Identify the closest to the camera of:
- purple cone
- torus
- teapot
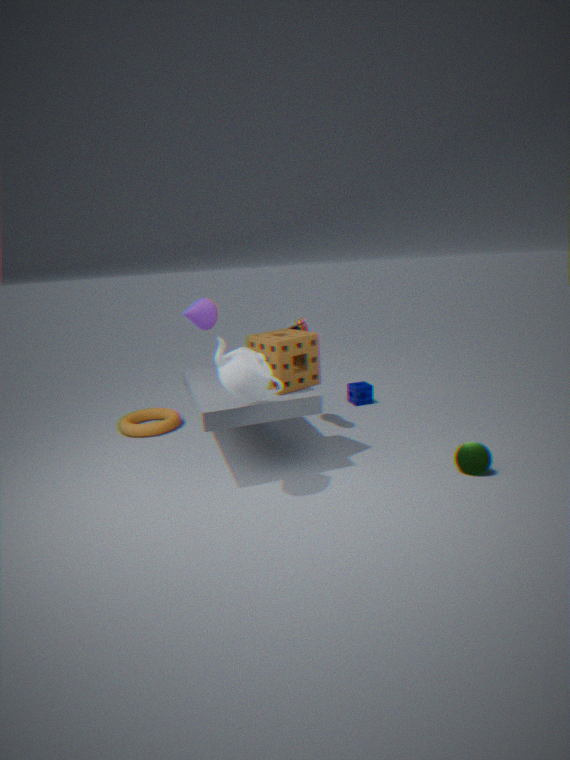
teapot
